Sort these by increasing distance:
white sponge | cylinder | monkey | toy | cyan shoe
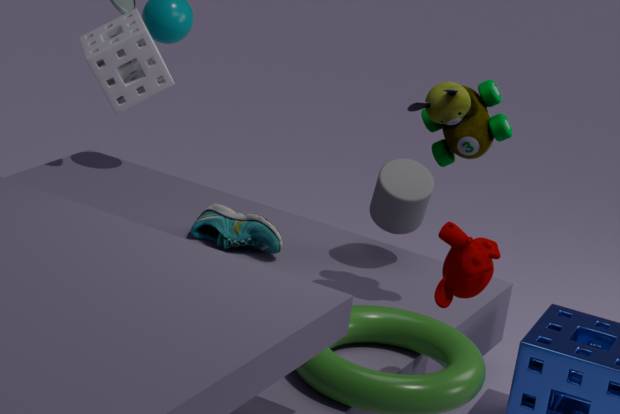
monkey, white sponge, toy, cylinder, cyan shoe
